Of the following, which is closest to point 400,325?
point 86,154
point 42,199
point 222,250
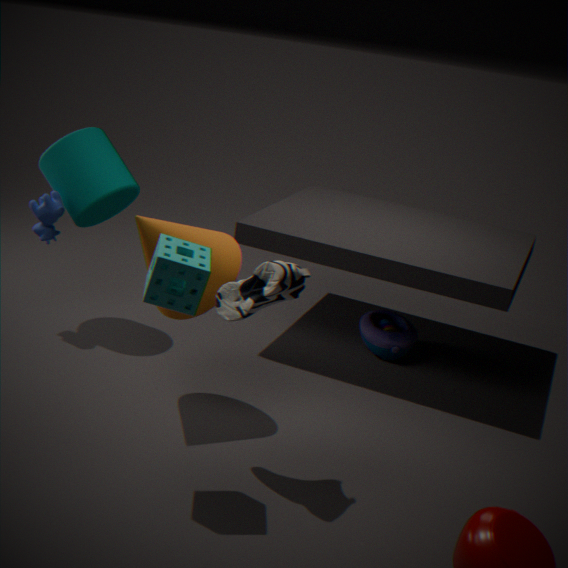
point 222,250
